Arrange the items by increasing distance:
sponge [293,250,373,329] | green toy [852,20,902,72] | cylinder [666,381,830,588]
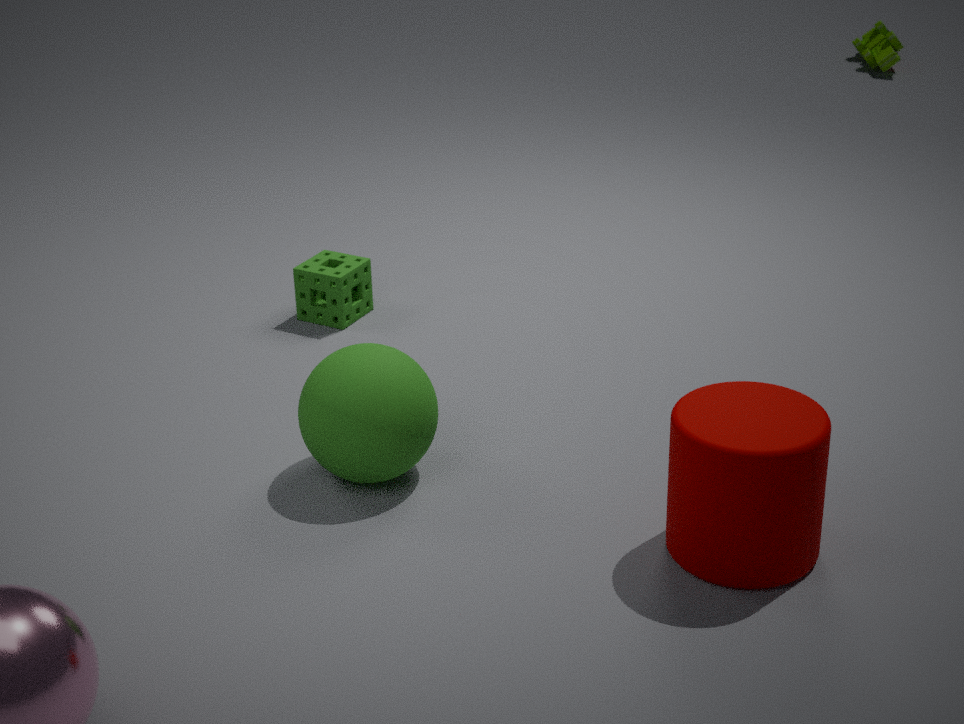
cylinder [666,381,830,588], sponge [293,250,373,329], green toy [852,20,902,72]
